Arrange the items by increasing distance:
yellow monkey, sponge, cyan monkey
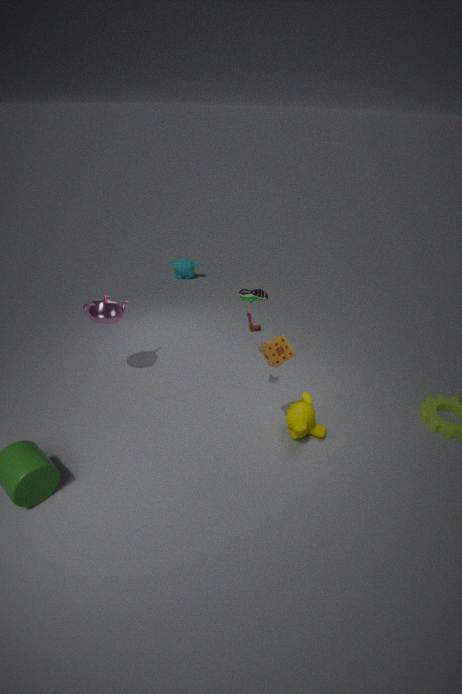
sponge, yellow monkey, cyan monkey
